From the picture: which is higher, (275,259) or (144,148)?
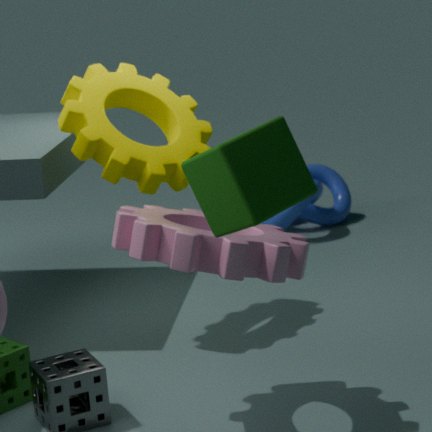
(144,148)
